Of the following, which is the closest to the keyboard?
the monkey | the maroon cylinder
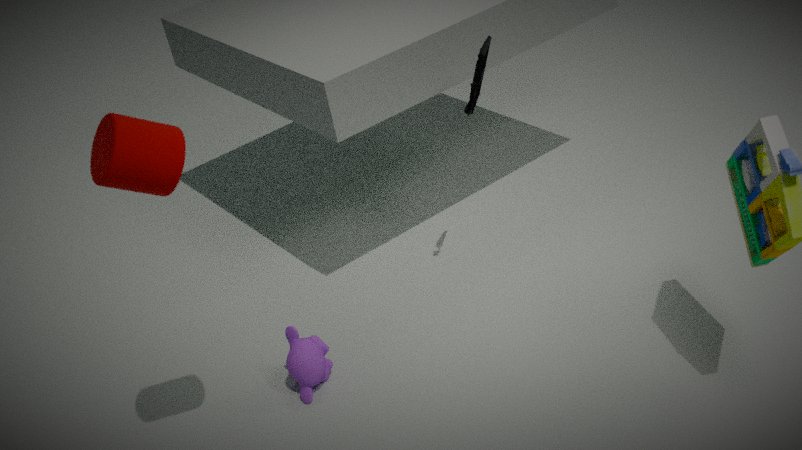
the monkey
